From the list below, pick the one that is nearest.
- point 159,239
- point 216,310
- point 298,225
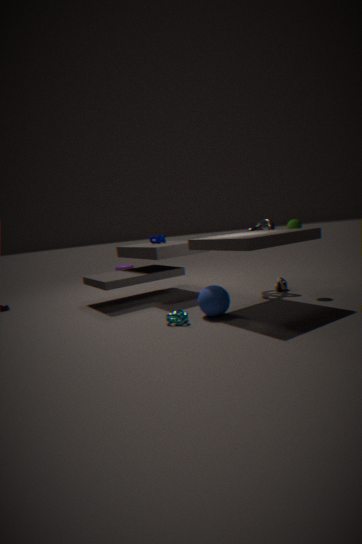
point 216,310
